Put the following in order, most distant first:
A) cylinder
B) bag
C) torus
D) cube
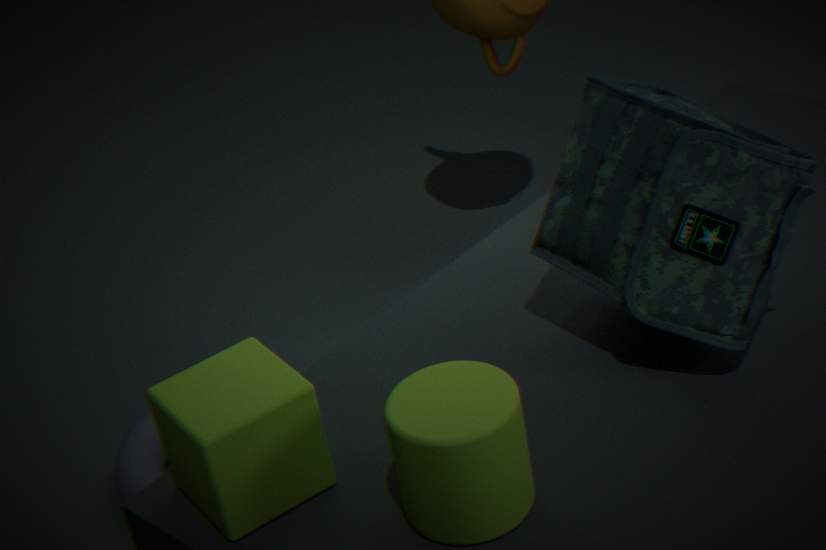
torus
bag
cube
cylinder
